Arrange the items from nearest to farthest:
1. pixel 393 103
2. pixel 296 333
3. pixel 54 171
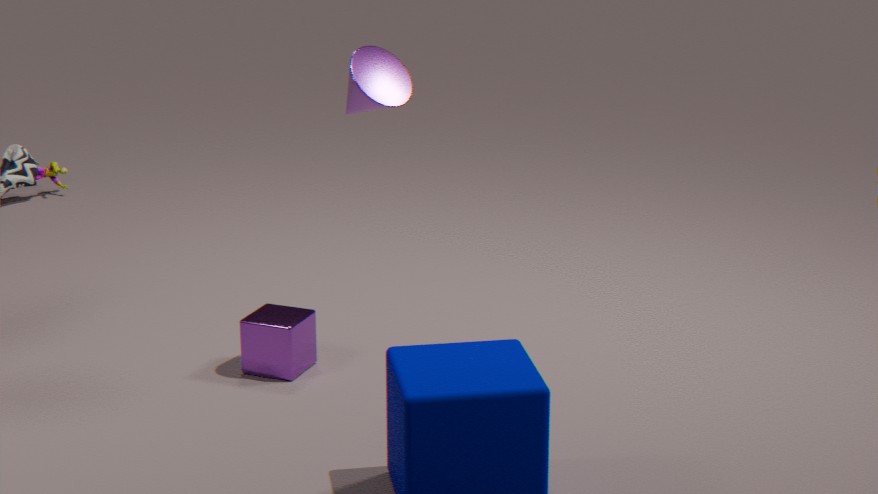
pixel 393 103 → pixel 296 333 → pixel 54 171
